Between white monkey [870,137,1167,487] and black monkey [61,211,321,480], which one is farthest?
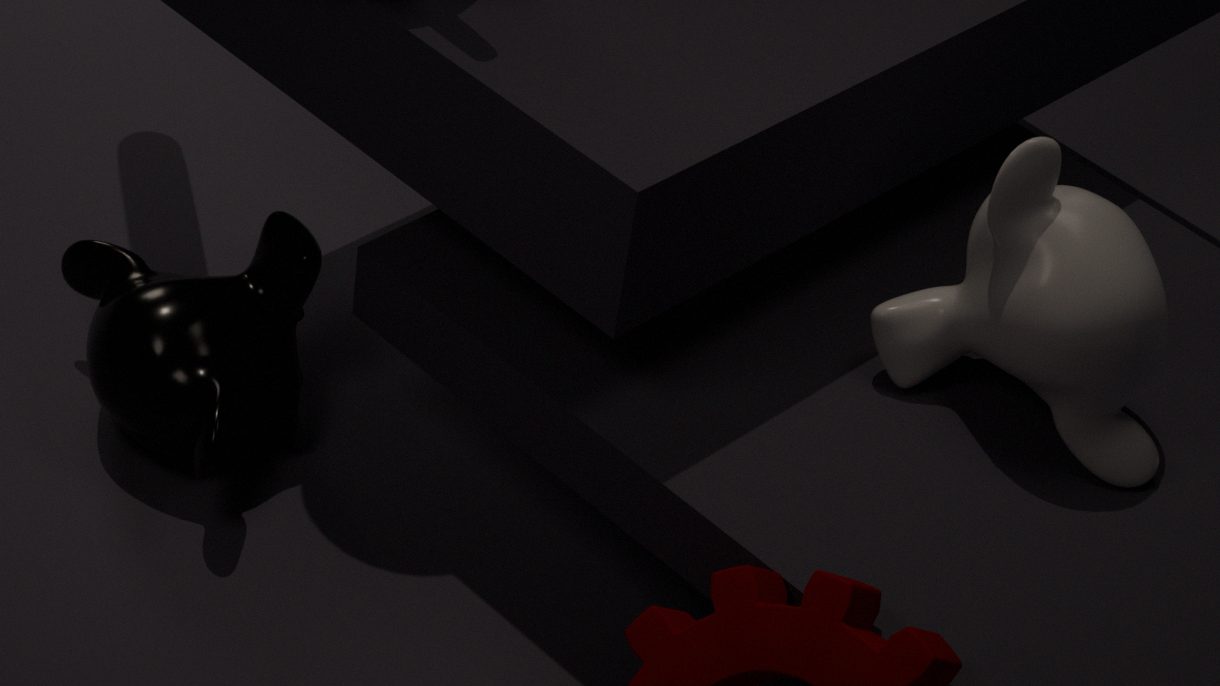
black monkey [61,211,321,480]
